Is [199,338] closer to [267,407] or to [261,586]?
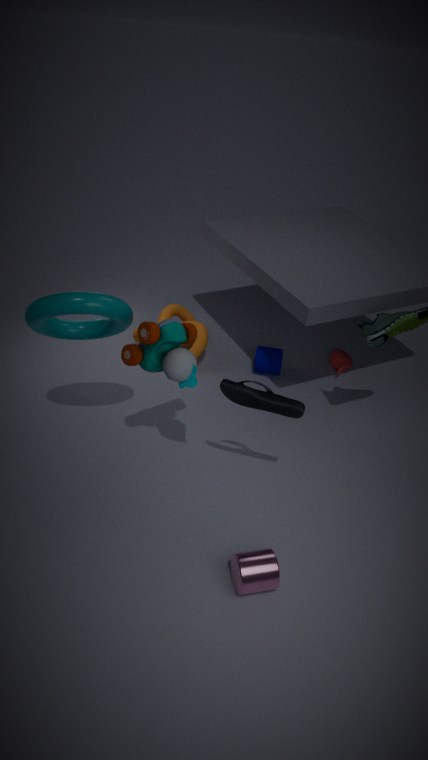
[267,407]
